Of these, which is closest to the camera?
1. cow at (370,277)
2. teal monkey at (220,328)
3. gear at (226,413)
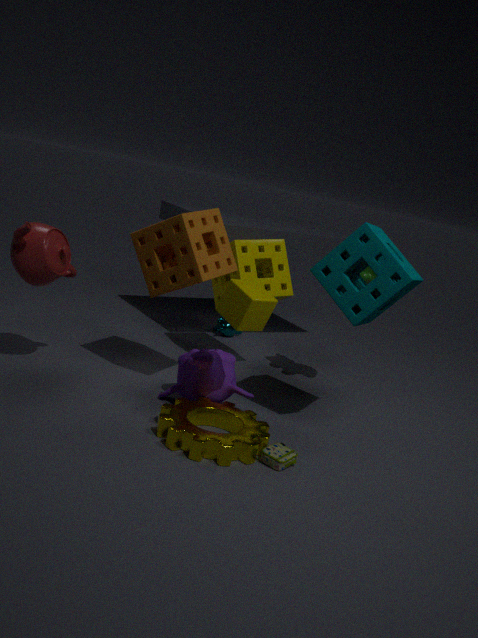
gear at (226,413)
